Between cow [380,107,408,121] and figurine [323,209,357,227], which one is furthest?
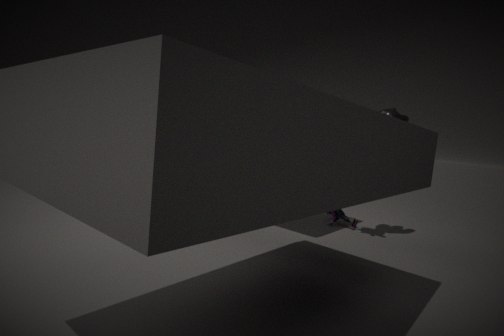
figurine [323,209,357,227]
